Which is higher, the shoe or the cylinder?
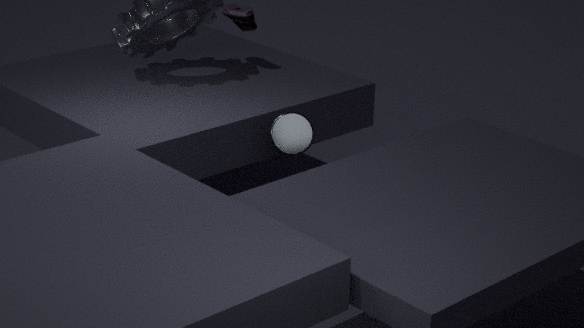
the shoe
